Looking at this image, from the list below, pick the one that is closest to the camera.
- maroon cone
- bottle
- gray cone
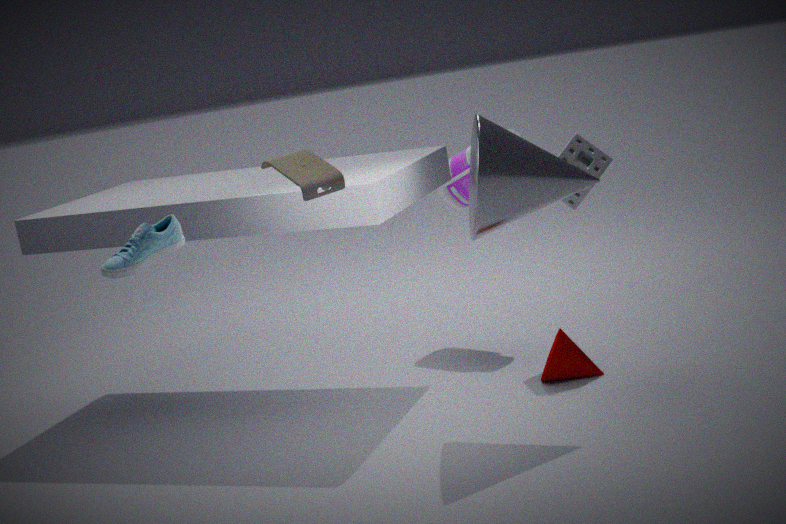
gray cone
